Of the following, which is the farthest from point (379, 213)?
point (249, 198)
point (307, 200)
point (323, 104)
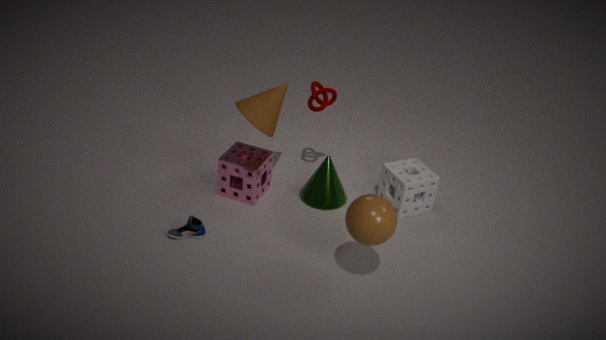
point (249, 198)
